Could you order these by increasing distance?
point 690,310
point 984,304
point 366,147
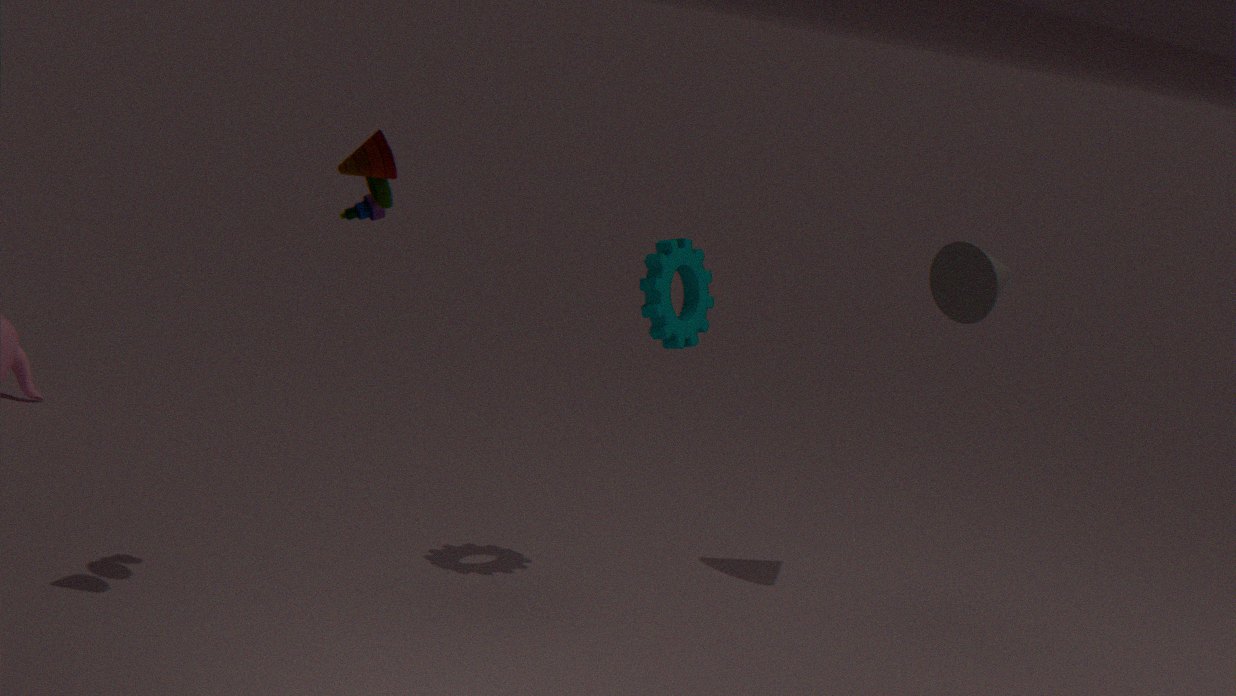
point 366,147
point 690,310
point 984,304
